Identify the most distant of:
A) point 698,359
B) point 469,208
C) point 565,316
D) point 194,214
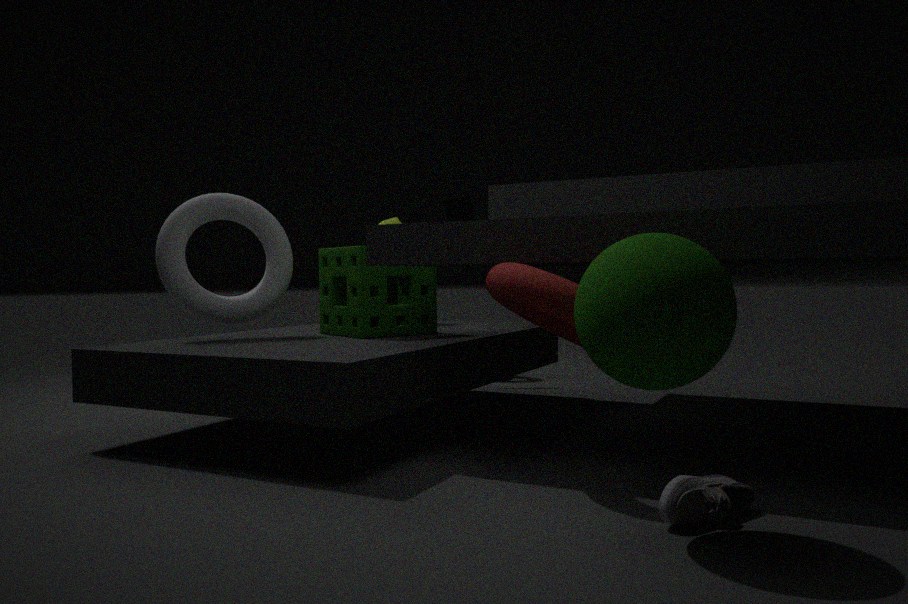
point 469,208
